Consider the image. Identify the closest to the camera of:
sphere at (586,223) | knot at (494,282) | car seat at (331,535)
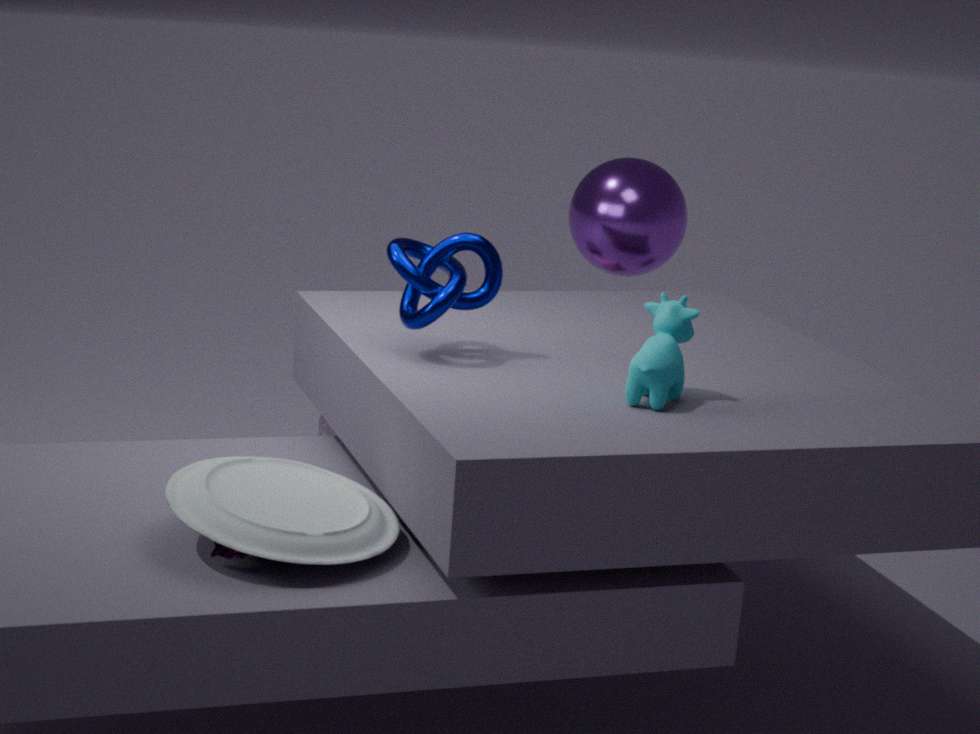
car seat at (331,535)
